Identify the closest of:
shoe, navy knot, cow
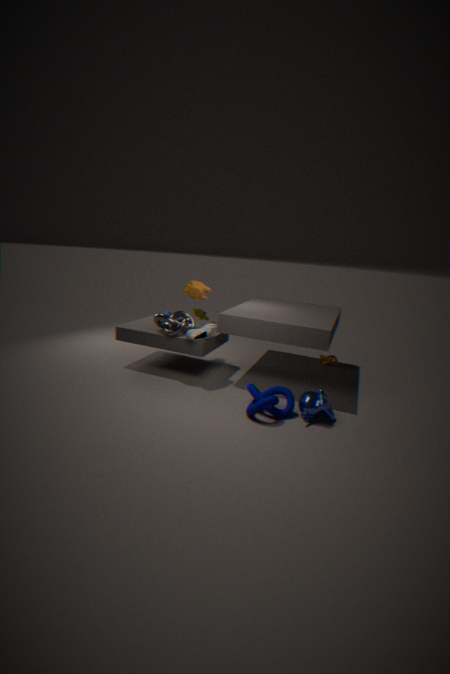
navy knot
